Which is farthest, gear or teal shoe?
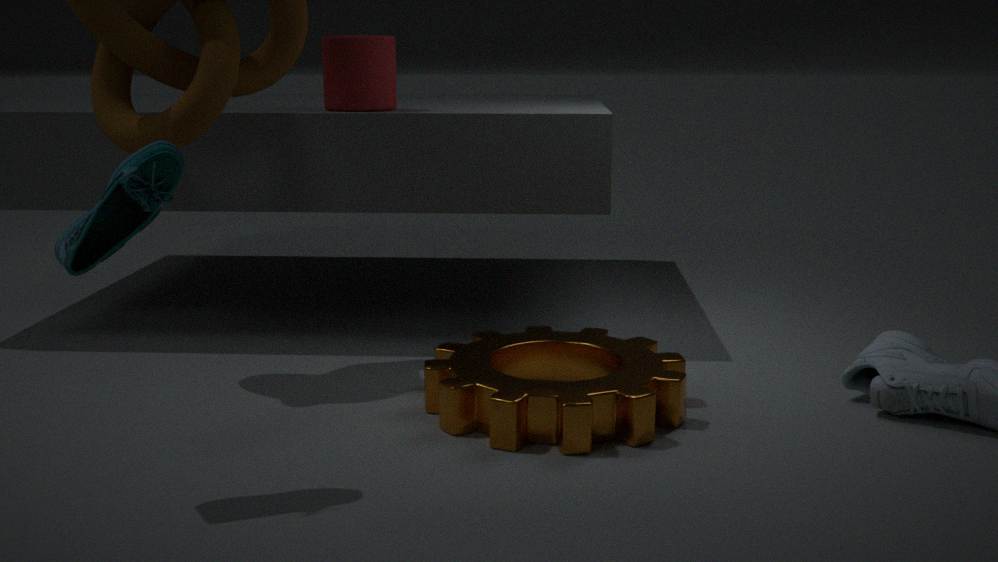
gear
